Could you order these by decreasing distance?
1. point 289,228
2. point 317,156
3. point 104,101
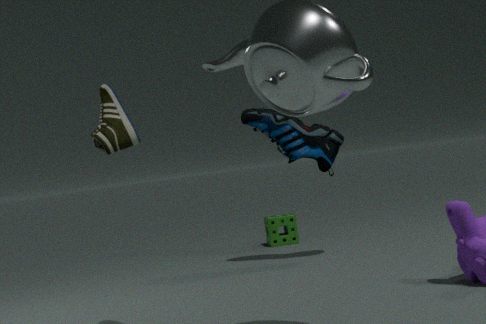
point 289,228, point 317,156, point 104,101
